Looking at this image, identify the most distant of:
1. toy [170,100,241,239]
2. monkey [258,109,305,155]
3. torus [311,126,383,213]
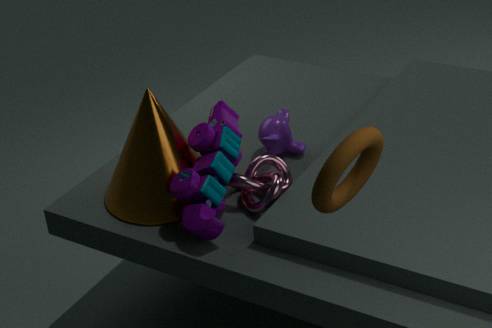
monkey [258,109,305,155]
